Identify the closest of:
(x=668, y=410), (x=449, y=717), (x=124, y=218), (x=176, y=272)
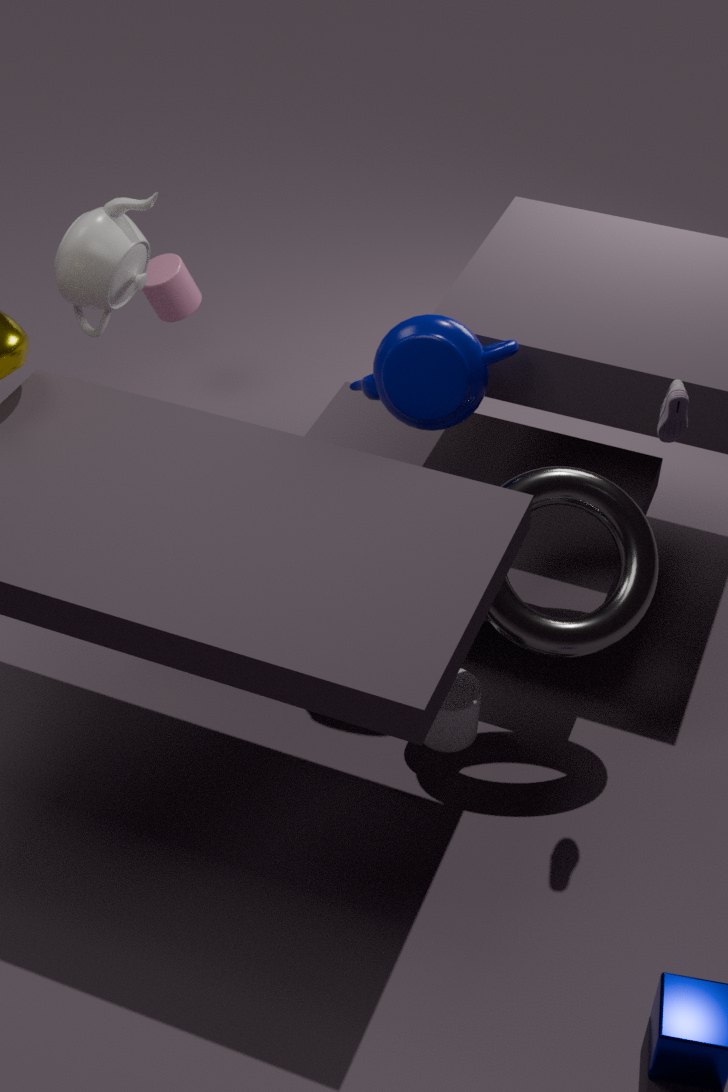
(x=668, y=410)
